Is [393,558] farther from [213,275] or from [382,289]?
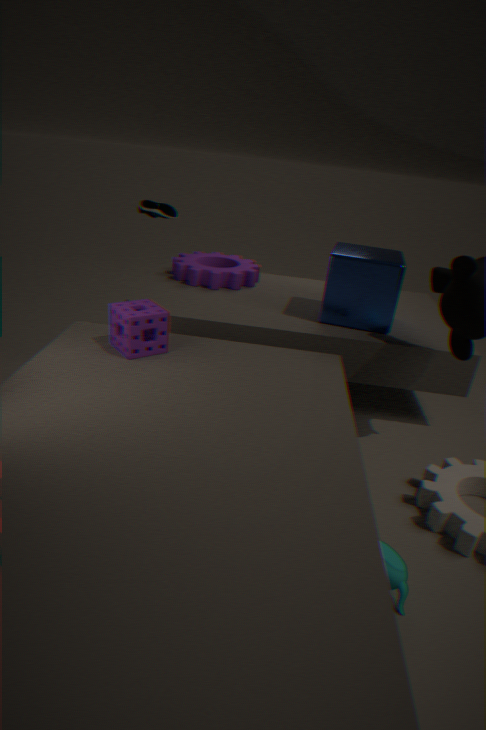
[213,275]
